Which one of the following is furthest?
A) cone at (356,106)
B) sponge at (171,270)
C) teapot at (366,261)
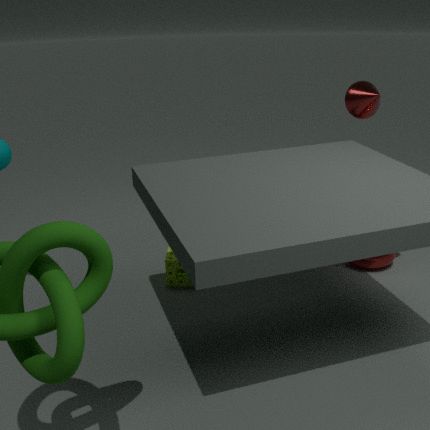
teapot at (366,261)
